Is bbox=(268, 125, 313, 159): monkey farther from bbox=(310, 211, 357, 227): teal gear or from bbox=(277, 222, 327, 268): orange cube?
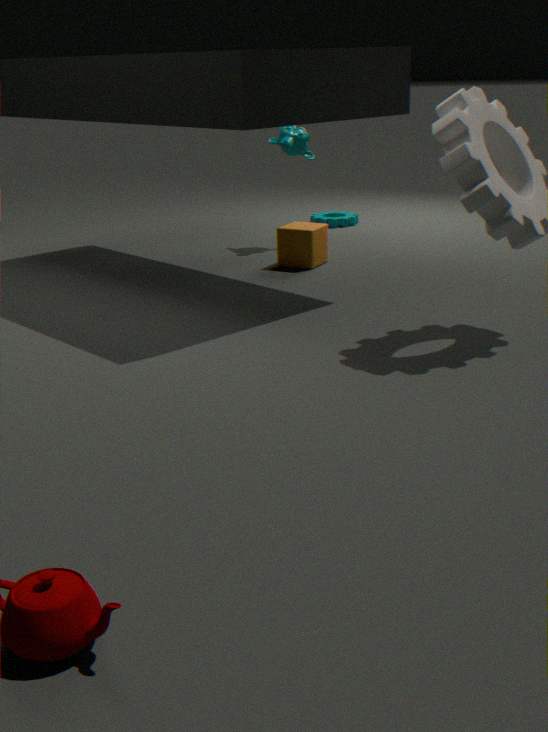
bbox=(310, 211, 357, 227): teal gear
